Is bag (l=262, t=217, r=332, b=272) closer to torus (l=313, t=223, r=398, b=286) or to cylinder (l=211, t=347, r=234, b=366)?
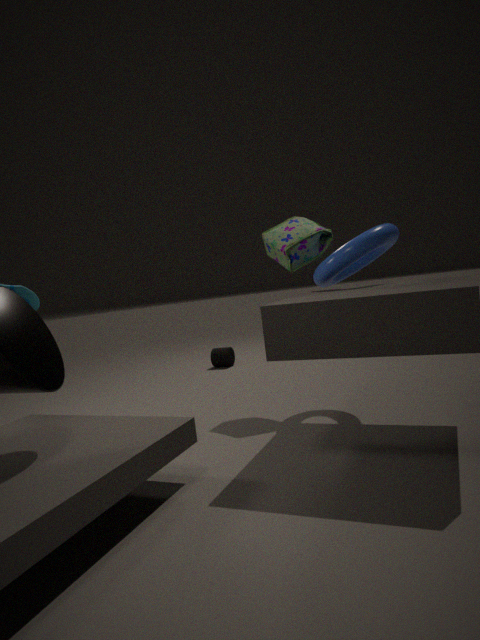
torus (l=313, t=223, r=398, b=286)
